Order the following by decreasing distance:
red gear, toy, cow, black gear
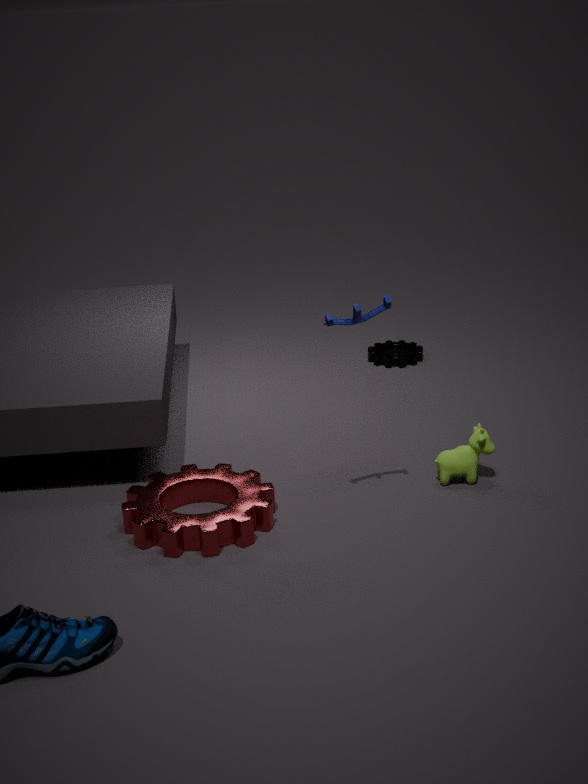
1. black gear
2. cow
3. red gear
4. toy
